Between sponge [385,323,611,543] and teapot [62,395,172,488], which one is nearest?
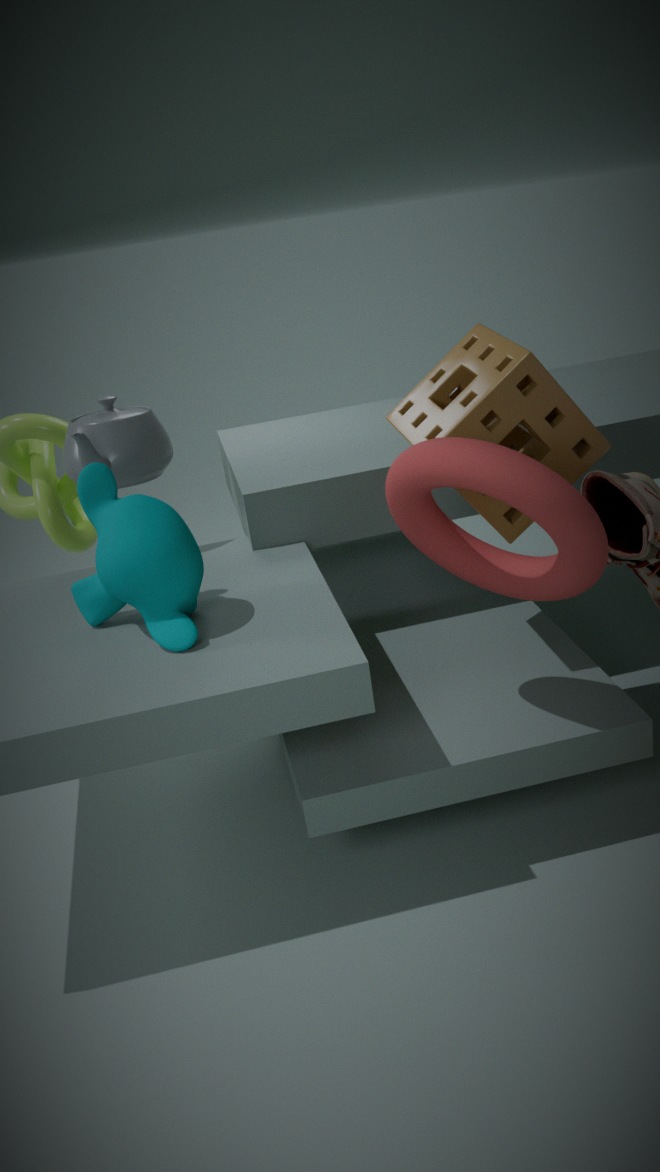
sponge [385,323,611,543]
